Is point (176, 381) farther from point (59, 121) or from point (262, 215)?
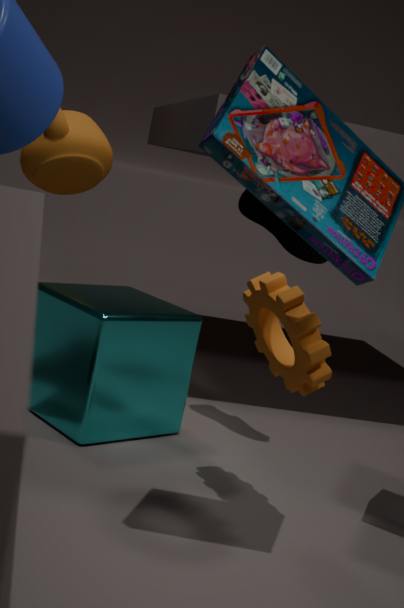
point (59, 121)
